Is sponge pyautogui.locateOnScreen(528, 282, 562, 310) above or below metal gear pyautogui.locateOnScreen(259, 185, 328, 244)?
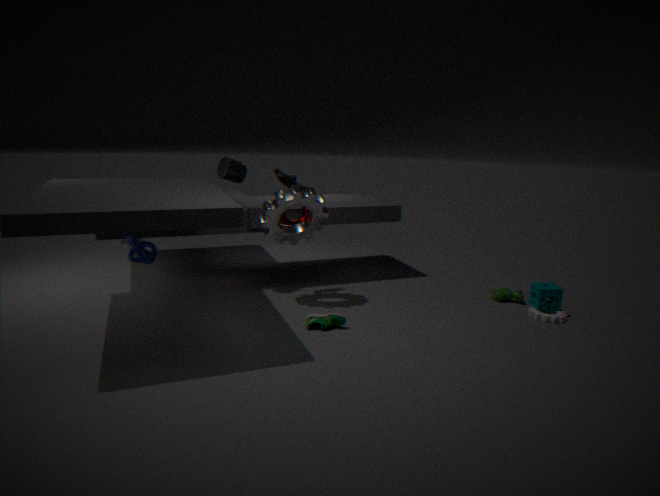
below
